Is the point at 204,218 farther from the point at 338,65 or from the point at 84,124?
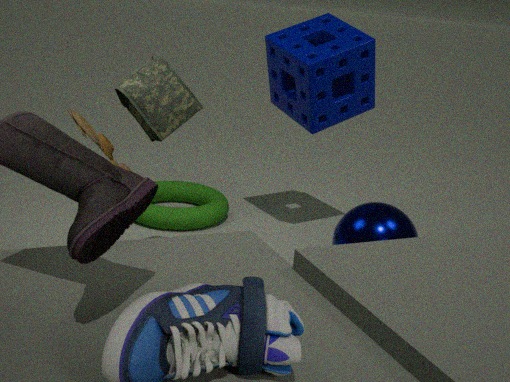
the point at 84,124
